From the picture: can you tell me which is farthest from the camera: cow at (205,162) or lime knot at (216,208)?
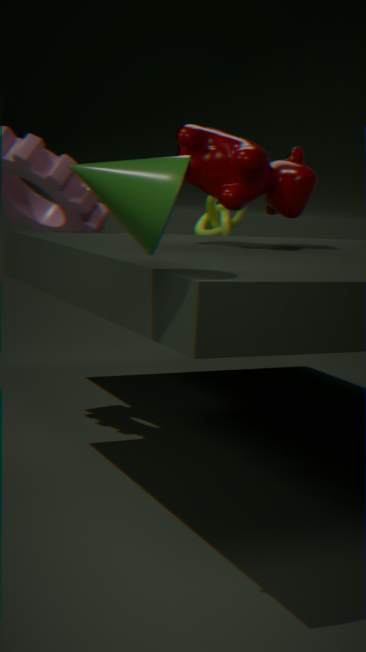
lime knot at (216,208)
